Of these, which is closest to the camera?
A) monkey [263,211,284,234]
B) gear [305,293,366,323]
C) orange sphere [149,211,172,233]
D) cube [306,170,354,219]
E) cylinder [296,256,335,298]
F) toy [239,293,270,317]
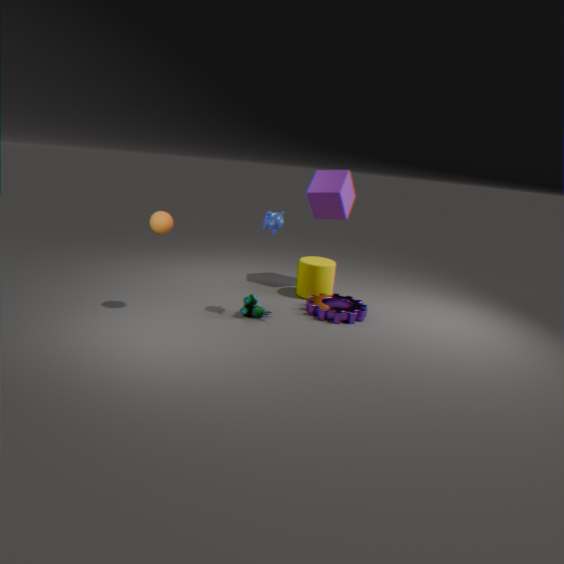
orange sphere [149,211,172,233]
